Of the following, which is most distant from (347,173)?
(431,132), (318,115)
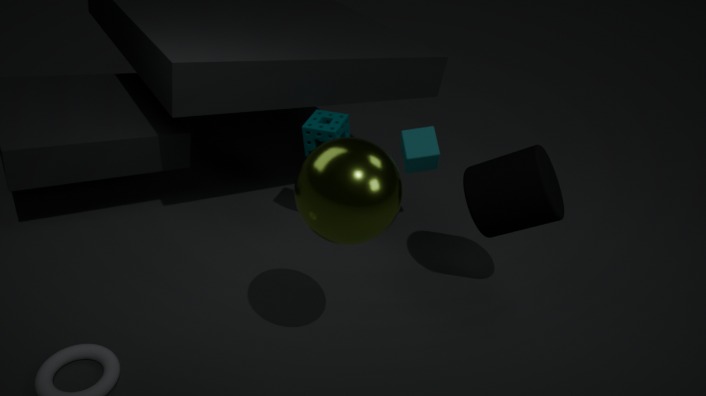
(431,132)
